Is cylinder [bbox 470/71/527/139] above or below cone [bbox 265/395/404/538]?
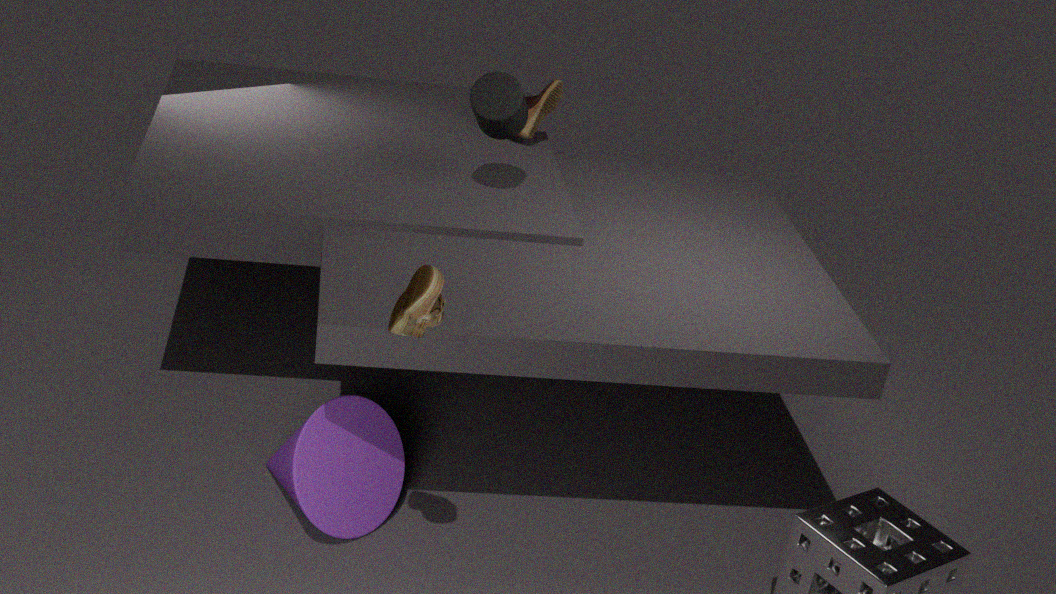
above
